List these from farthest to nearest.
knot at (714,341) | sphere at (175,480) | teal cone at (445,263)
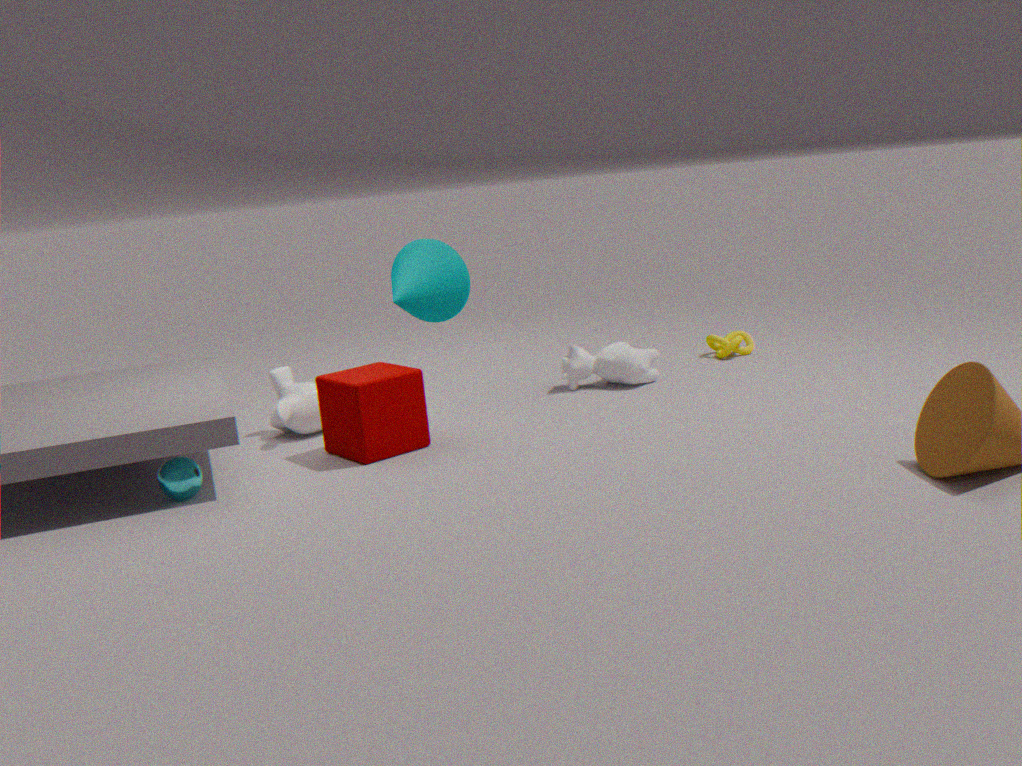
1. knot at (714,341)
2. teal cone at (445,263)
3. sphere at (175,480)
